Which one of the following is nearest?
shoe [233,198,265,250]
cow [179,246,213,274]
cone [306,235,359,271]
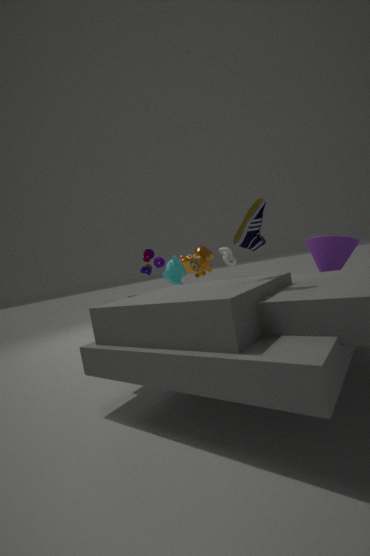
shoe [233,198,265,250]
